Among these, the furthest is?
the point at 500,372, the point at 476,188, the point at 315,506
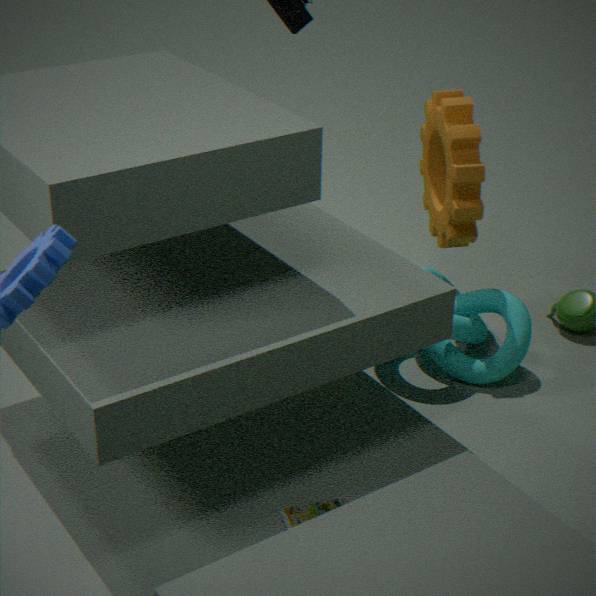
the point at 476,188
